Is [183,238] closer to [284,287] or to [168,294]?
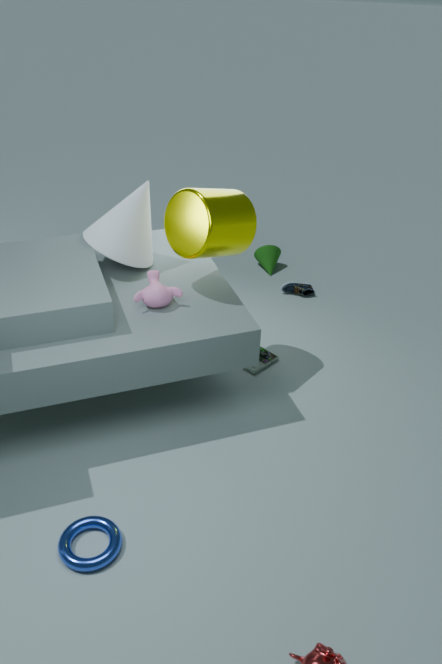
[168,294]
